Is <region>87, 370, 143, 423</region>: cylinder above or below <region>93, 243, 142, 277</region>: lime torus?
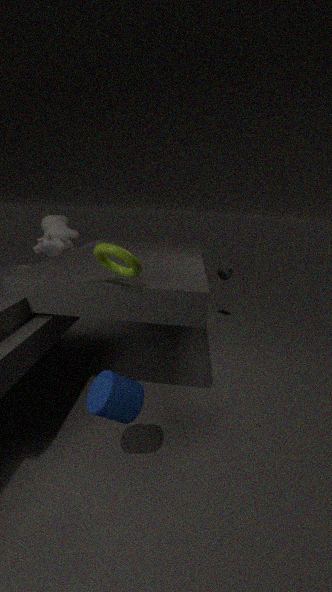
below
